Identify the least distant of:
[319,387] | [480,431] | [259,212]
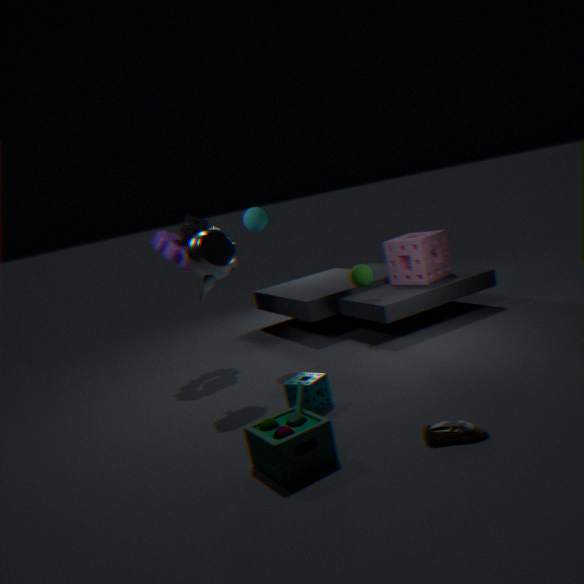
[480,431]
